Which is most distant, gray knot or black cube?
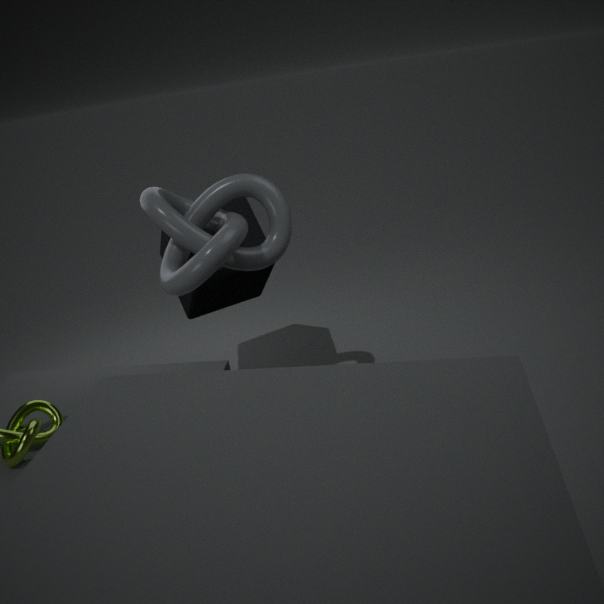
black cube
